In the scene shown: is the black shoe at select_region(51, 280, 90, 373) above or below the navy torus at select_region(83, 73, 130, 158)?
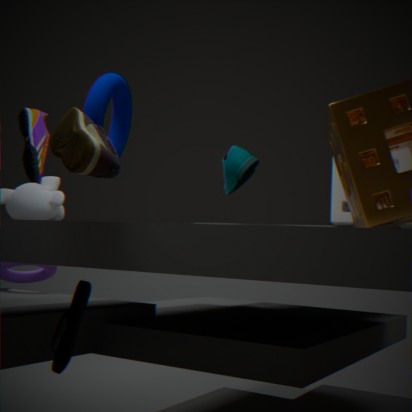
below
